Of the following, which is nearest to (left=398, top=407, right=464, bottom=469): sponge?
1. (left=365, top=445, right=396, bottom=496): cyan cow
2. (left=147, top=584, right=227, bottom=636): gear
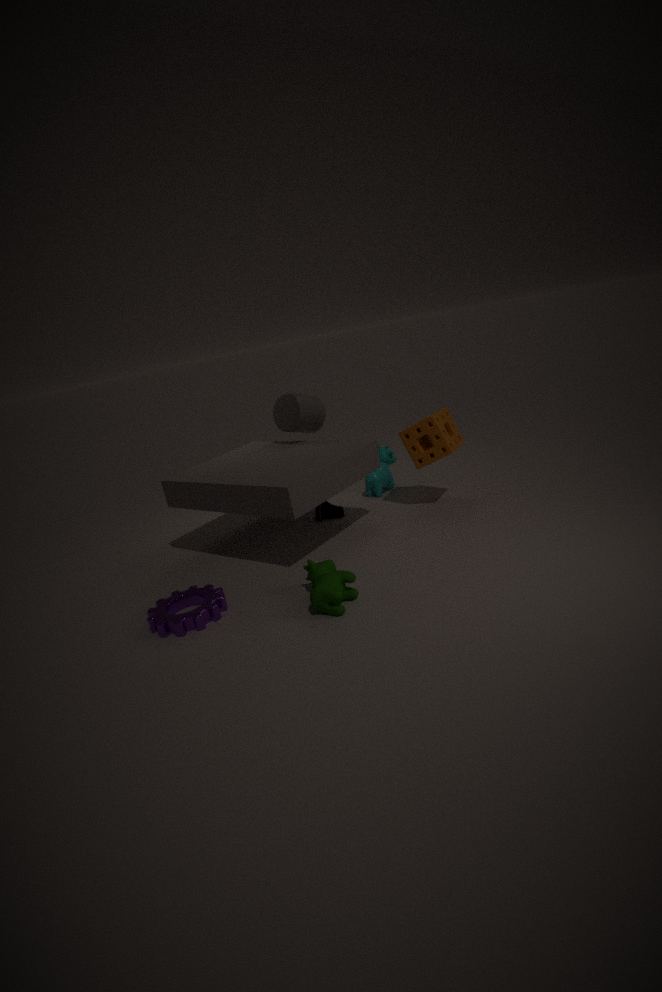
(left=365, top=445, right=396, bottom=496): cyan cow
